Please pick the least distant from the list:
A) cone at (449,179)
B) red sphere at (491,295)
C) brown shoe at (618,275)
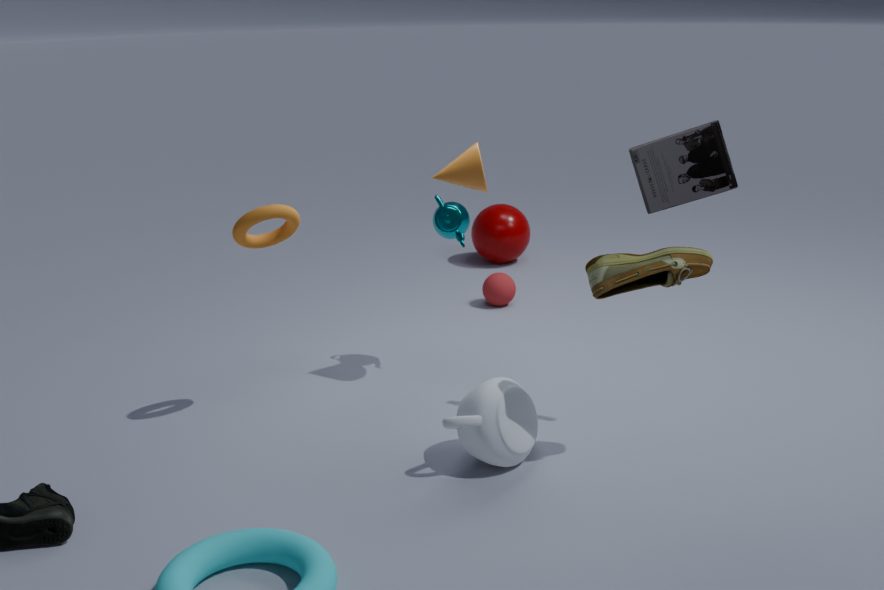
brown shoe at (618,275)
